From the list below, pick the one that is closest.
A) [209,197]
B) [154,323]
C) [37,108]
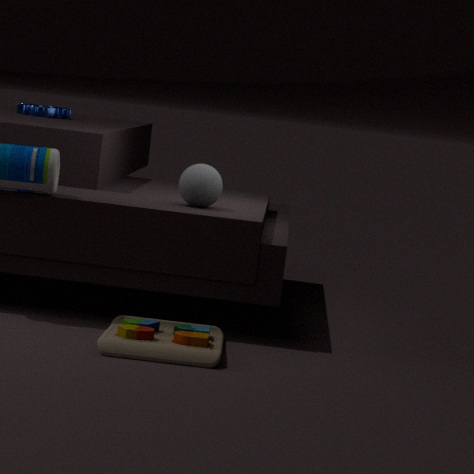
B. [154,323]
